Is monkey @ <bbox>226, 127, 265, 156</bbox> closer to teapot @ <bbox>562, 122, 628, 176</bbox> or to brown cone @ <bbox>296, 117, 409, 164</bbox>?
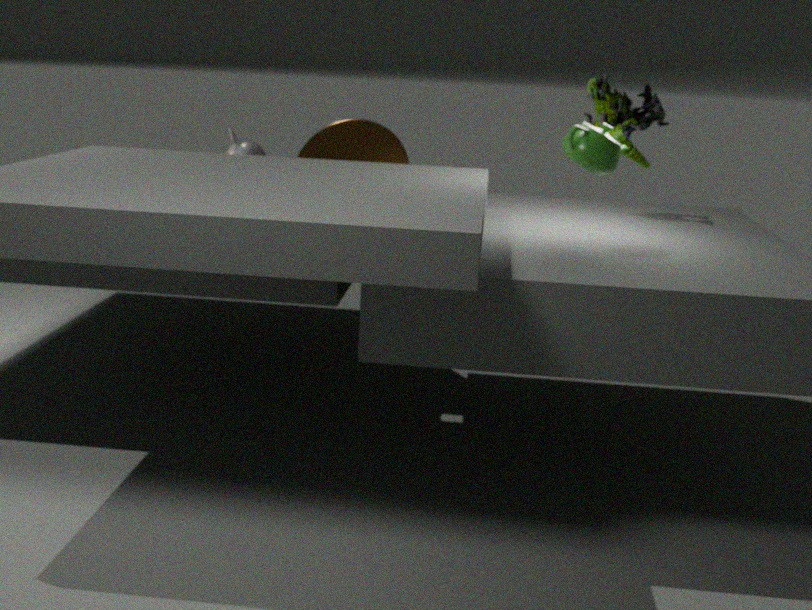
brown cone @ <bbox>296, 117, 409, 164</bbox>
